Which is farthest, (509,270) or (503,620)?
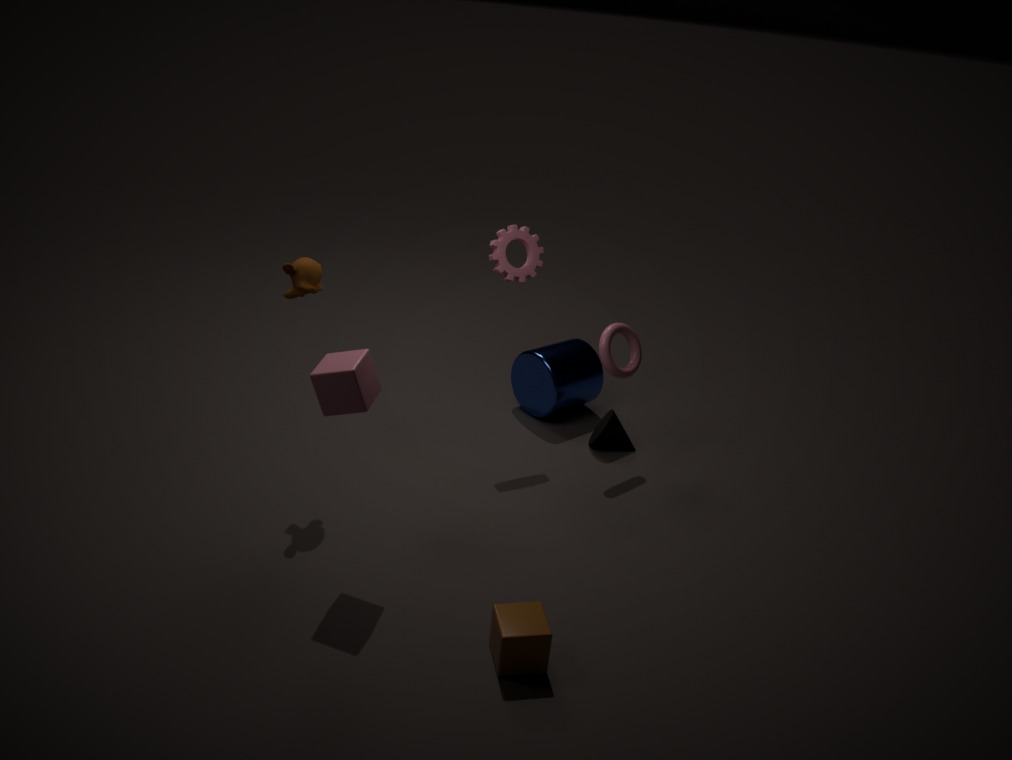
(509,270)
